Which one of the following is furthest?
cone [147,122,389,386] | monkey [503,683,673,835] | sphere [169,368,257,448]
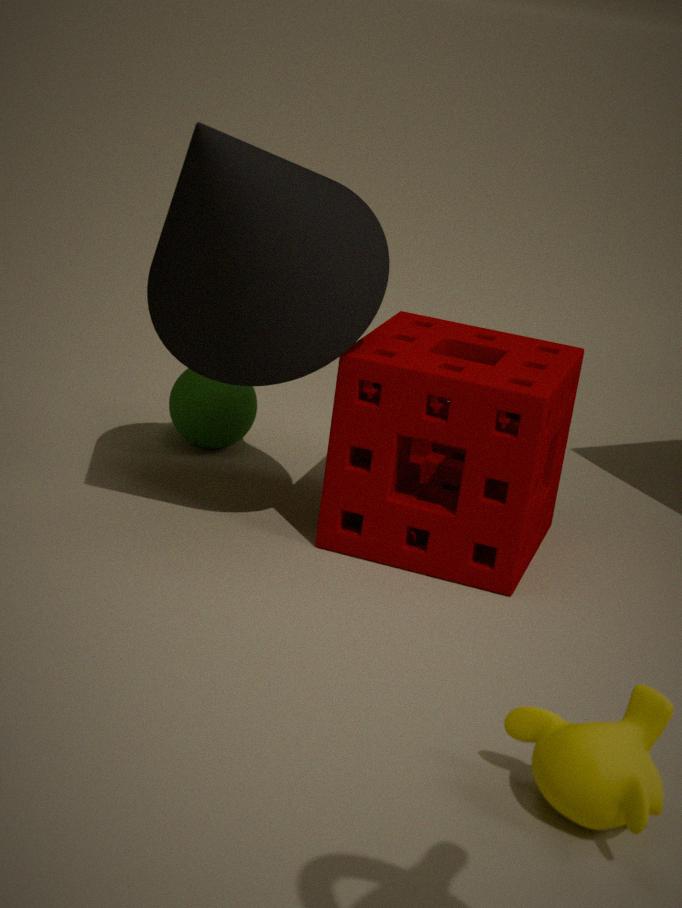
sphere [169,368,257,448]
